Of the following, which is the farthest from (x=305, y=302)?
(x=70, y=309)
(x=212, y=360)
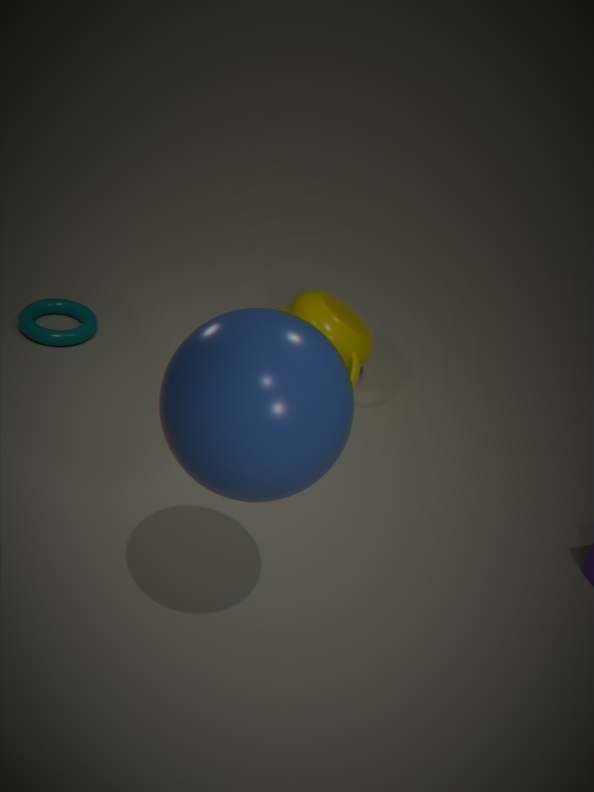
(x=212, y=360)
